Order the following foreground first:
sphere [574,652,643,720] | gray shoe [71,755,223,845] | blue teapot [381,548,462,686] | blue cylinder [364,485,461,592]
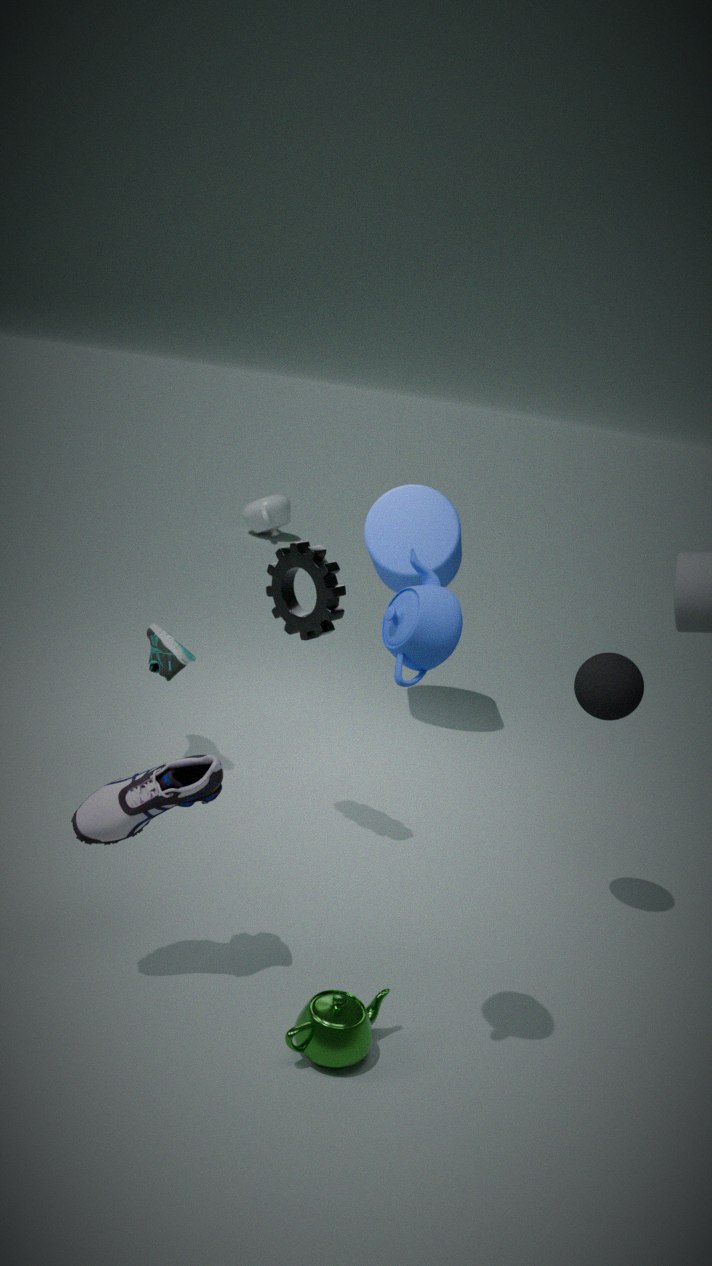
blue teapot [381,548,462,686], gray shoe [71,755,223,845], sphere [574,652,643,720], blue cylinder [364,485,461,592]
